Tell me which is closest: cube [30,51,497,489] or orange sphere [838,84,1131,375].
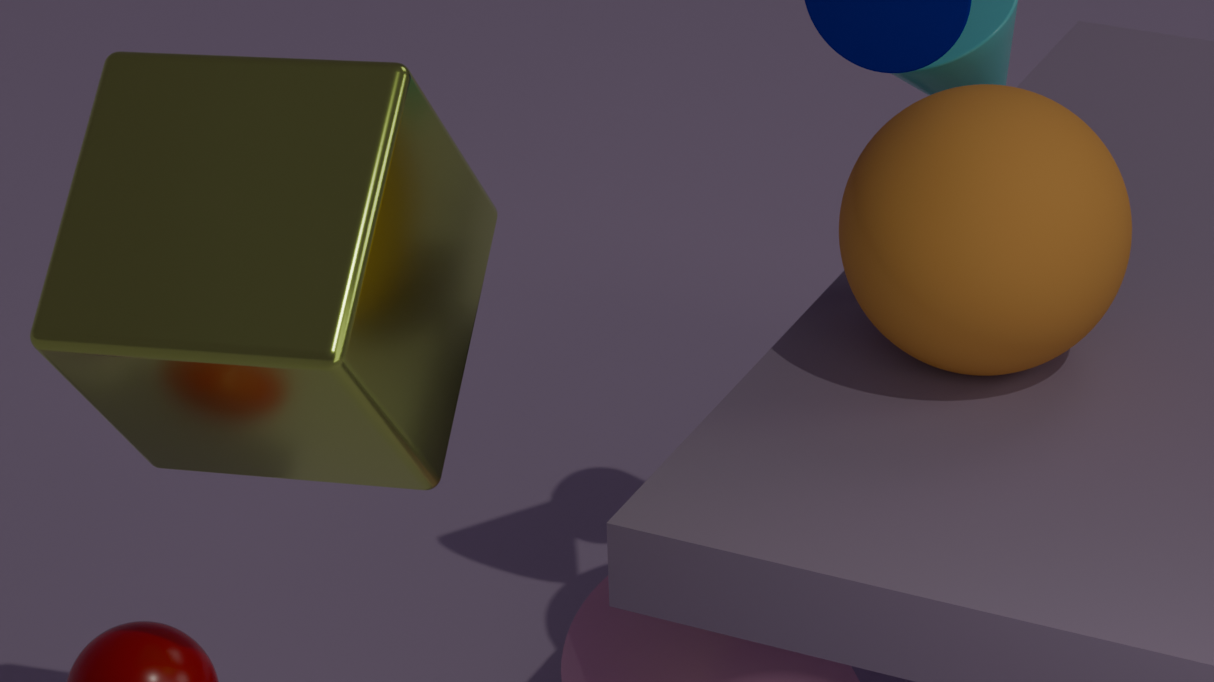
cube [30,51,497,489]
